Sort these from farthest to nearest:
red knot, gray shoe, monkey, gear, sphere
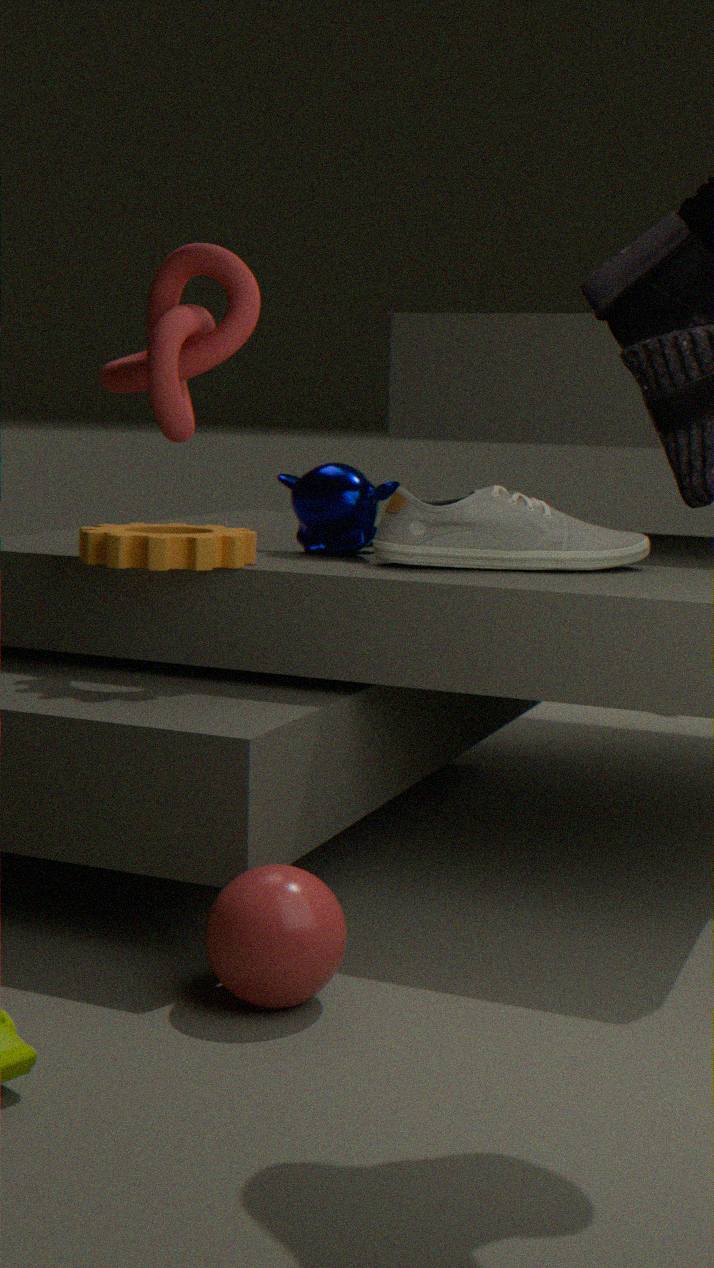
monkey < gray shoe < gear < red knot < sphere
